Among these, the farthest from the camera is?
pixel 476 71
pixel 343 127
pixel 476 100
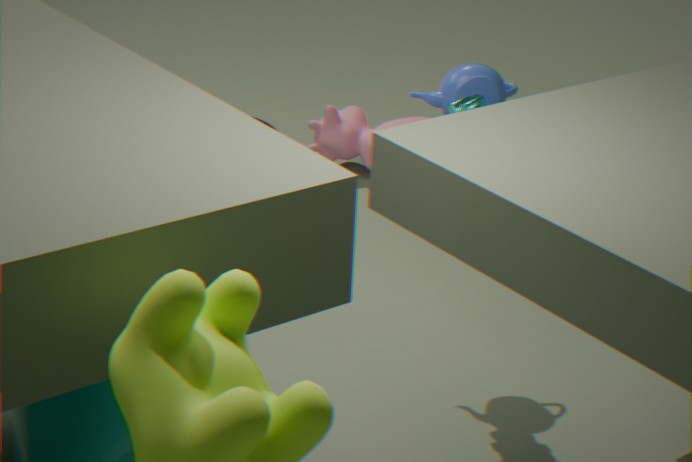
pixel 343 127
